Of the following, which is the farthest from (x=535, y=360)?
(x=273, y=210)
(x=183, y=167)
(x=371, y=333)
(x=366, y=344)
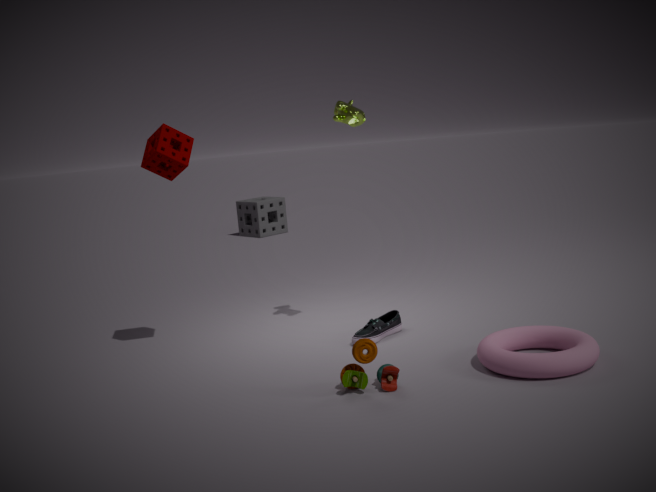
(x=273, y=210)
